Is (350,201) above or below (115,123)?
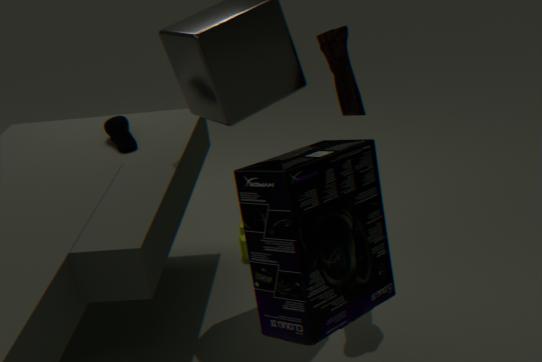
above
